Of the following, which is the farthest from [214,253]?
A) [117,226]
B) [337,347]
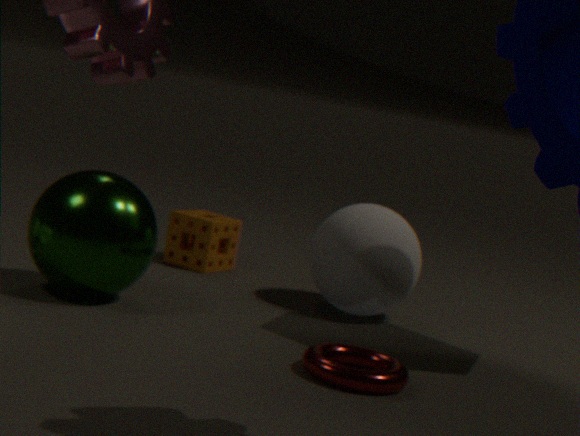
[337,347]
